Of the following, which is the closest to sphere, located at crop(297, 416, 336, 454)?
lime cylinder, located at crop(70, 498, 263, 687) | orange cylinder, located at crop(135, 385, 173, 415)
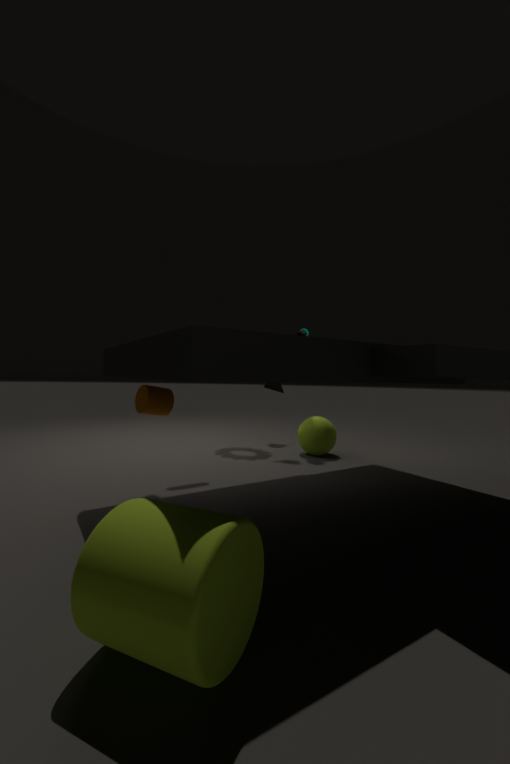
orange cylinder, located at crop(135, 385, 173, 415)
